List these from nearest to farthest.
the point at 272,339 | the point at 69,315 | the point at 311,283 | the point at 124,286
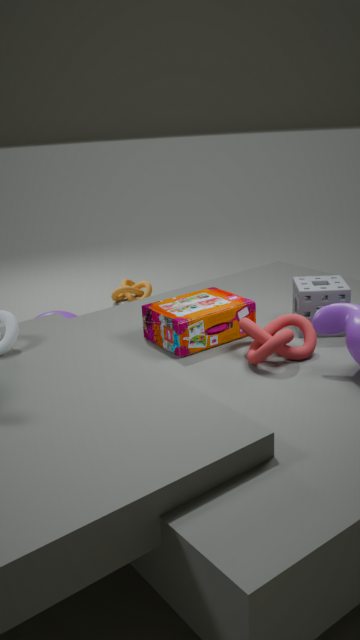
the point at 272,339, the point at 311,283, the point at 69,315, the point at 124,286
